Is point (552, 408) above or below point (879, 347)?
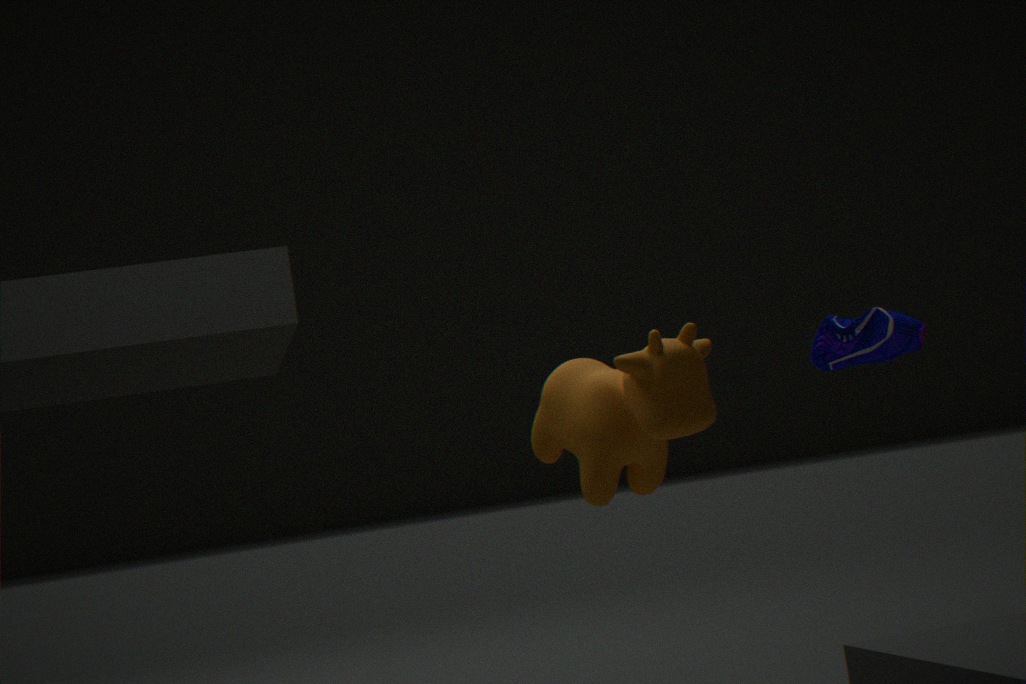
below
